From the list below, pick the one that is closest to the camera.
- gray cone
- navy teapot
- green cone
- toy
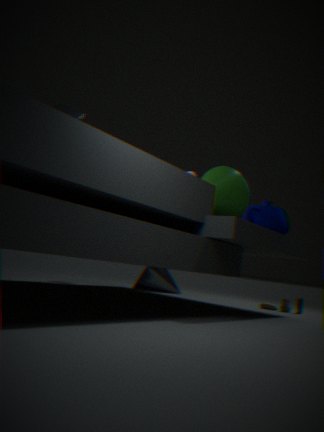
green cone
